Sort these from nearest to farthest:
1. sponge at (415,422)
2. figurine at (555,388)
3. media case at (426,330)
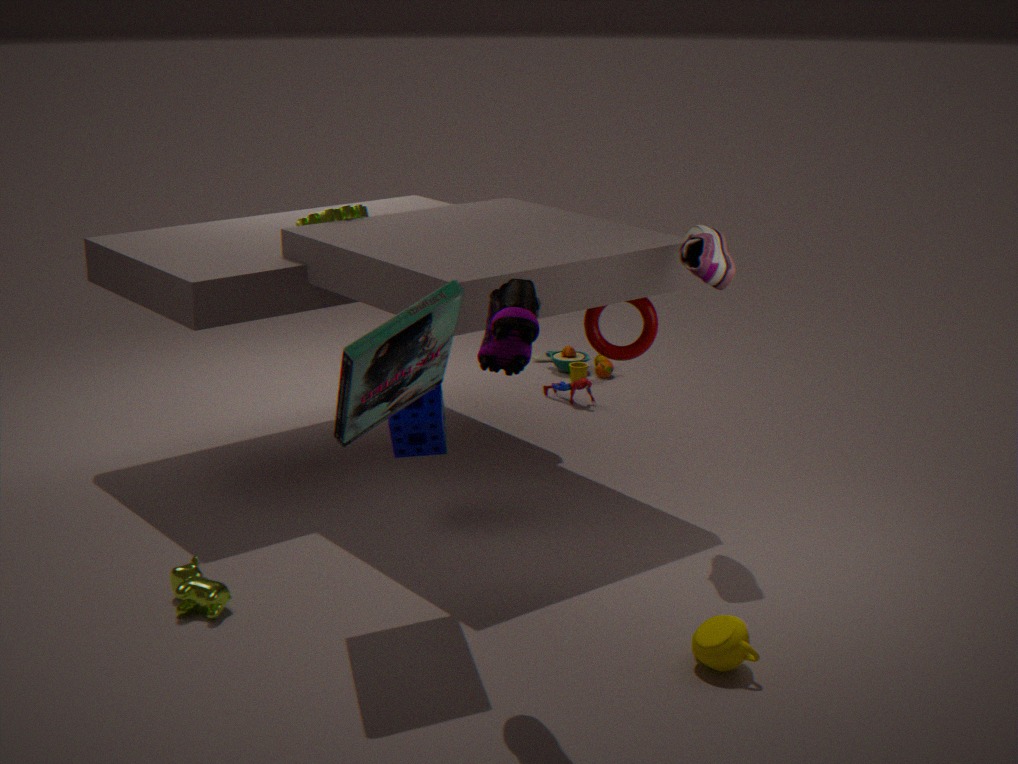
1. media case at (426,330)
2. sponge at (415,422)
3. figurine at (555,388)
